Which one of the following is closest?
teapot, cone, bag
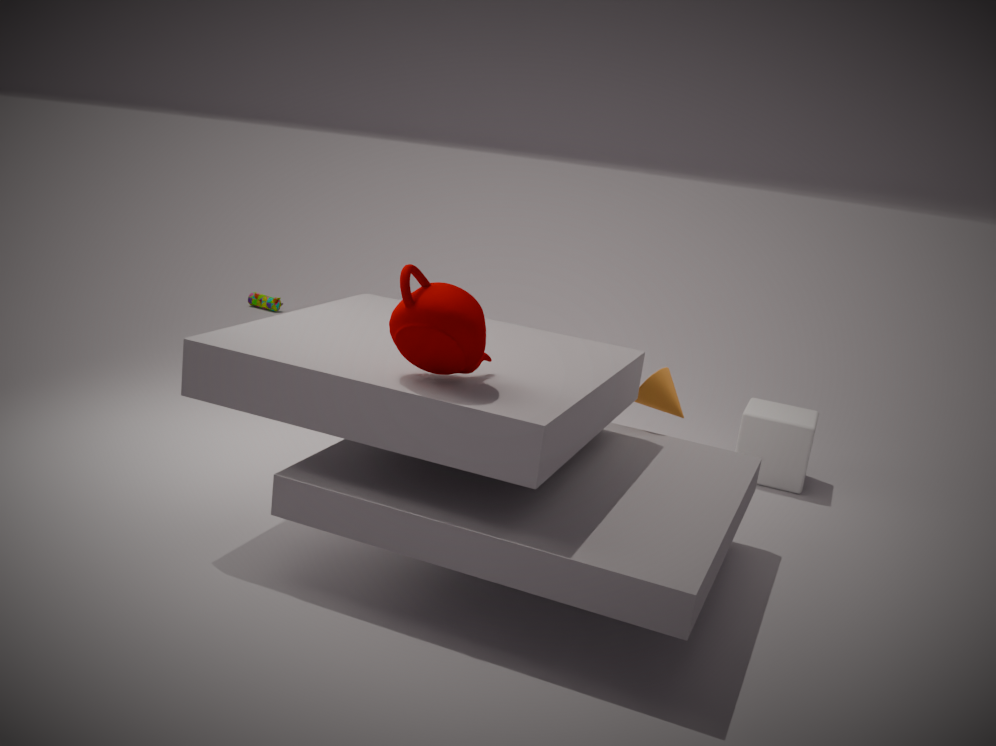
teapot
